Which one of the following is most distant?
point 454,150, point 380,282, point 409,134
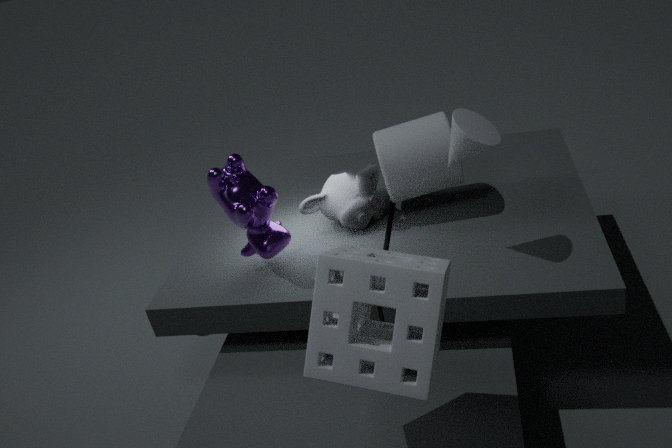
point 409,134
